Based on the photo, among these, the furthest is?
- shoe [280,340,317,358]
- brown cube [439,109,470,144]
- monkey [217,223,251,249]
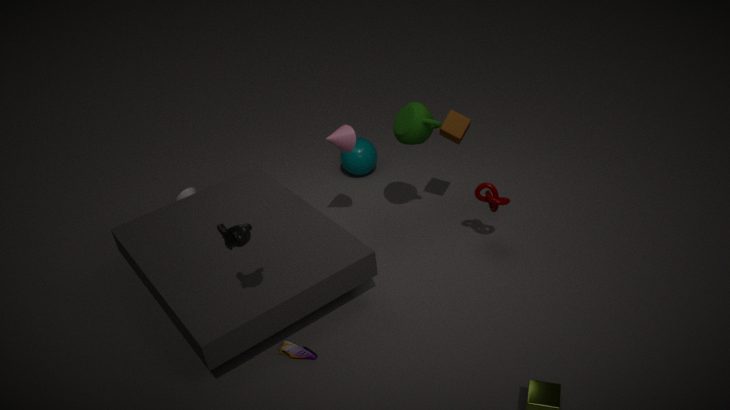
brown cube [439,109,470,144]
